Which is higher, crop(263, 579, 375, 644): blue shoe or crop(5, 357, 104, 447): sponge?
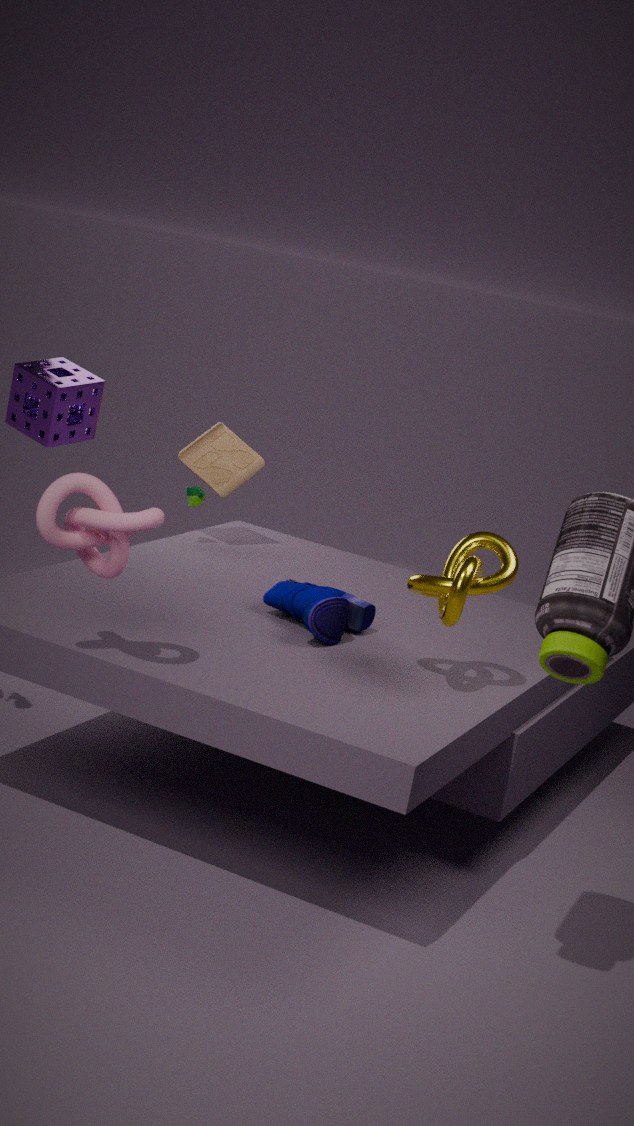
crop(5, 357, 104, 447): sponge
